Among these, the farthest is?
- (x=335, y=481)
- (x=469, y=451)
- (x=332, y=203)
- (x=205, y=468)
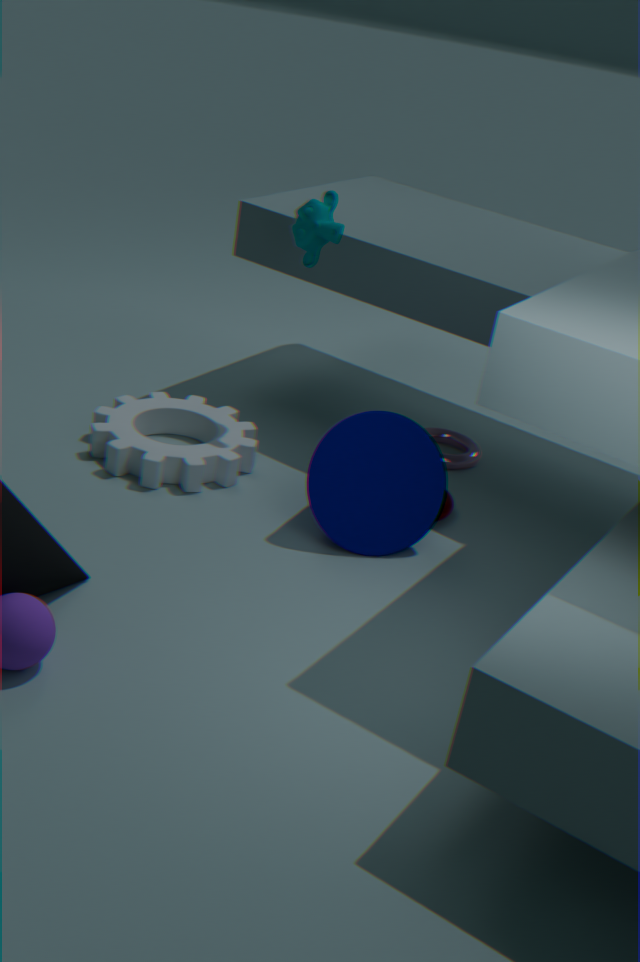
(x=469, y=451)
